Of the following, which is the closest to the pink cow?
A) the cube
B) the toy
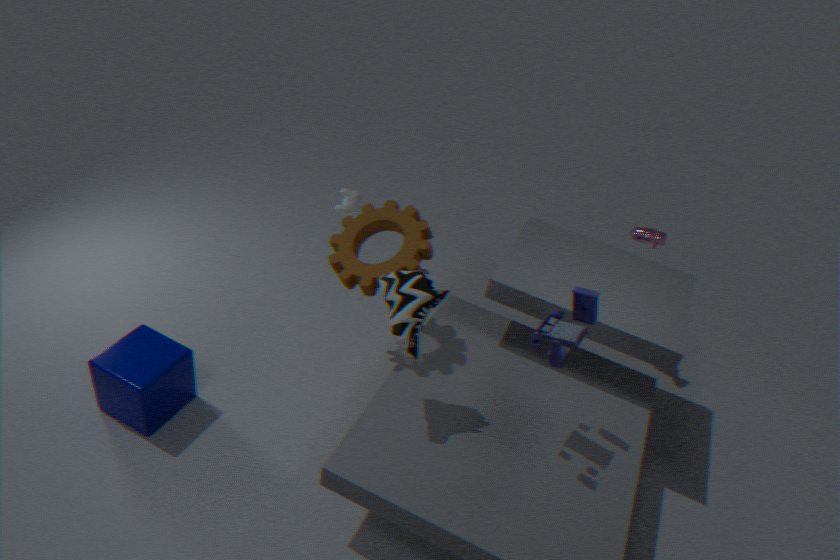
the toy
